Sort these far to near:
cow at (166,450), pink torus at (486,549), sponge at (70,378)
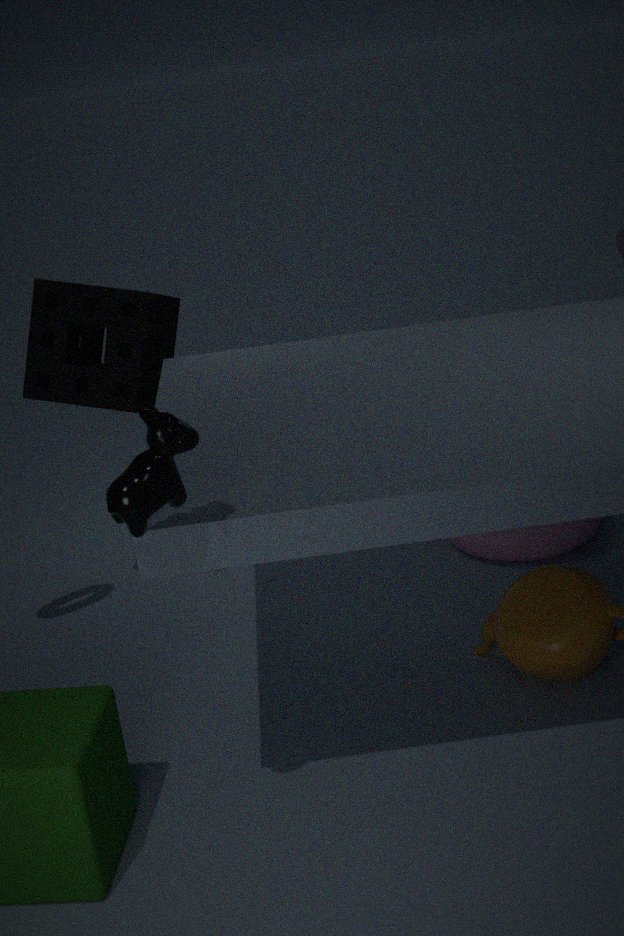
pink torus at (486,549), sponge at (70,378), cow at (166,450)
